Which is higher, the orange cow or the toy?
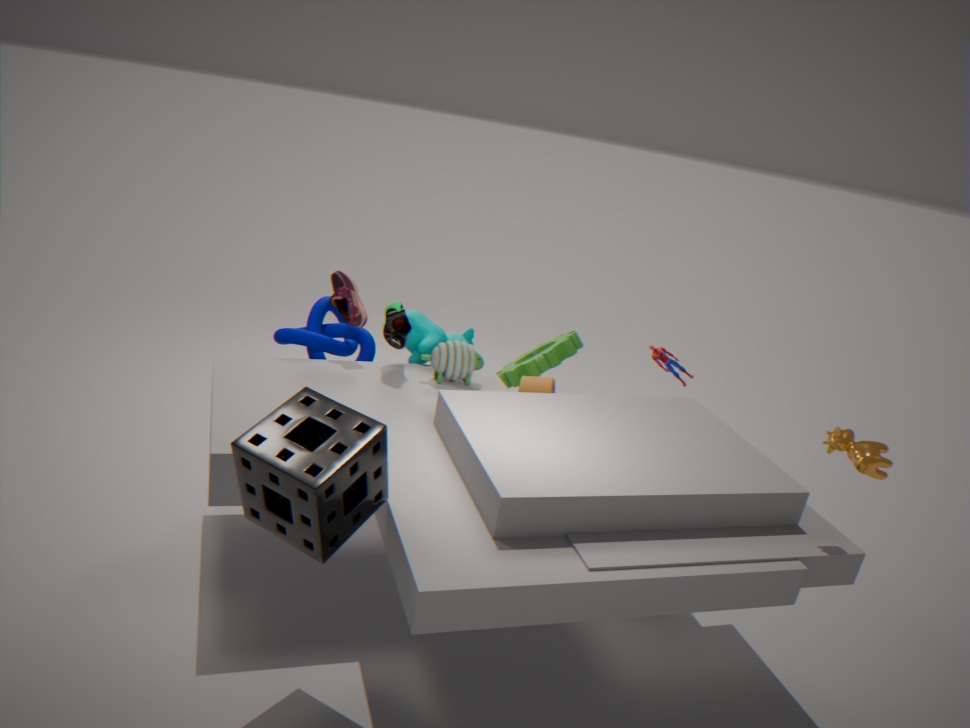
the orange cow
